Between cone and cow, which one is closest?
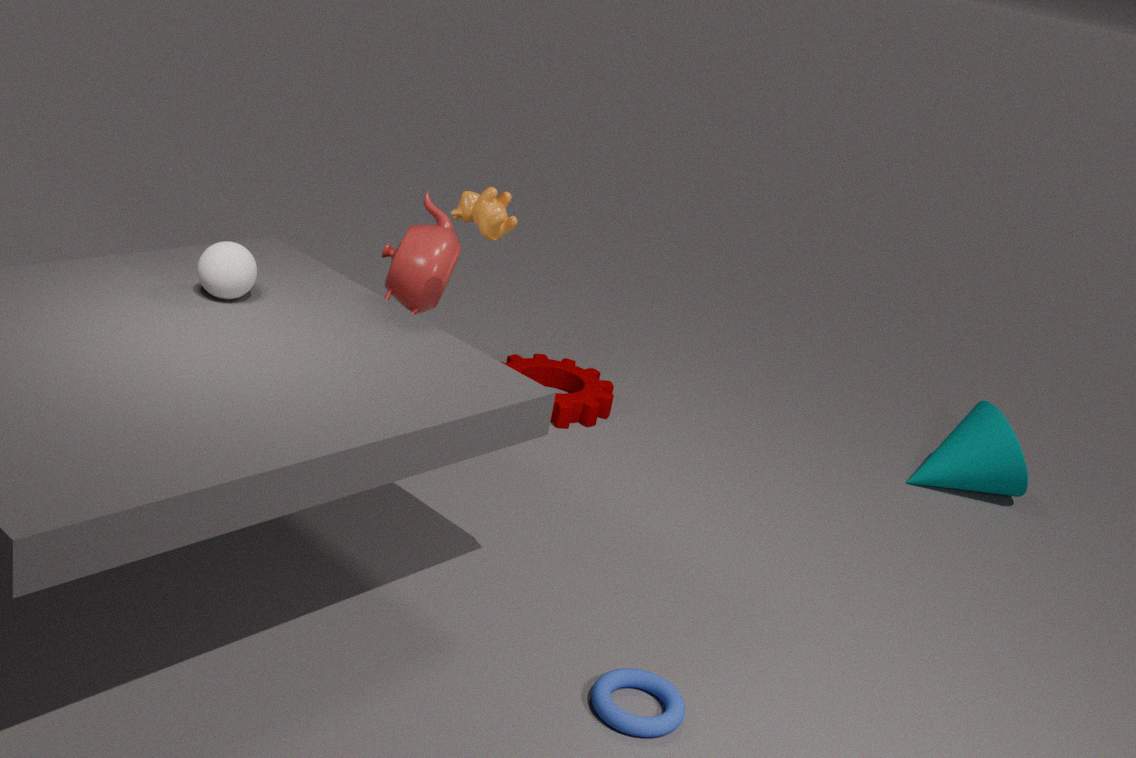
cow
